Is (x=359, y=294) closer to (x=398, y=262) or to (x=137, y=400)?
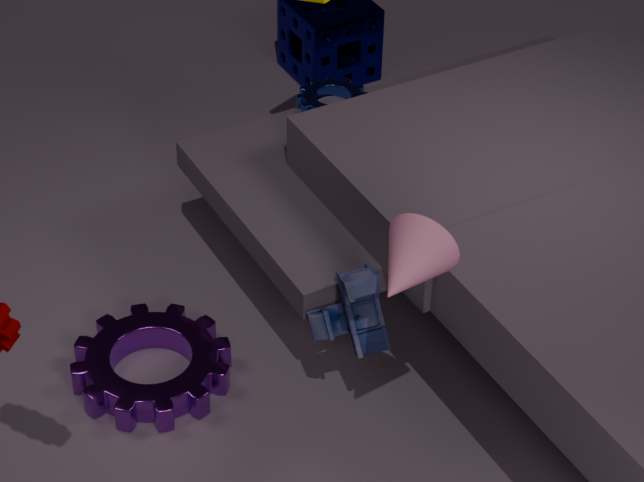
(x=398, y=262)
